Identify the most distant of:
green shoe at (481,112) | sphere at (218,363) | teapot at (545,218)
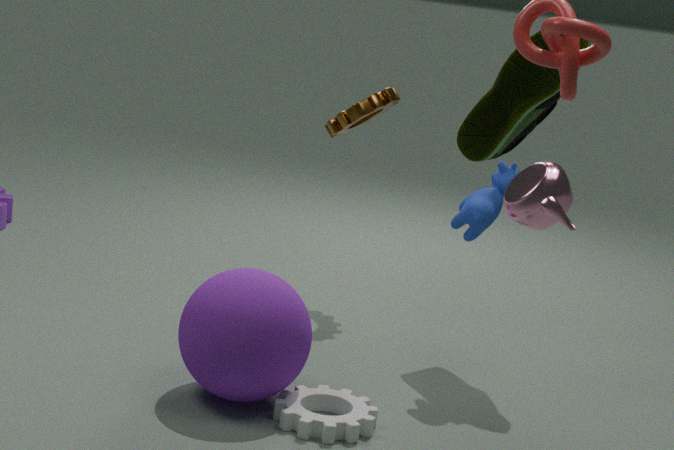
green shoe at (481,112)
